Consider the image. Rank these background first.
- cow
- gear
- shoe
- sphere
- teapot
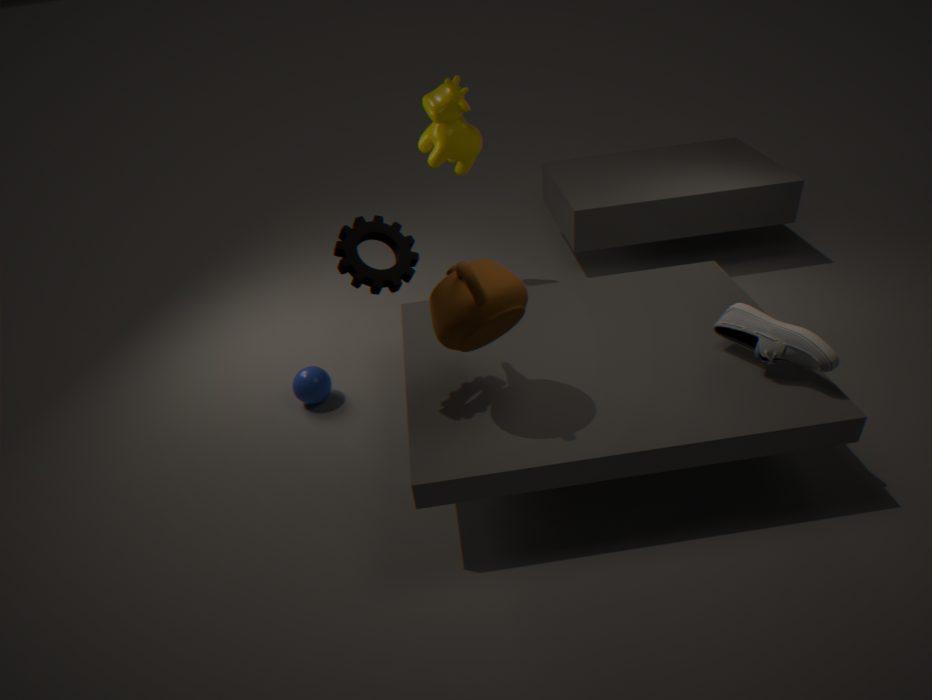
cow
sphere
shoe
gear
teapot
